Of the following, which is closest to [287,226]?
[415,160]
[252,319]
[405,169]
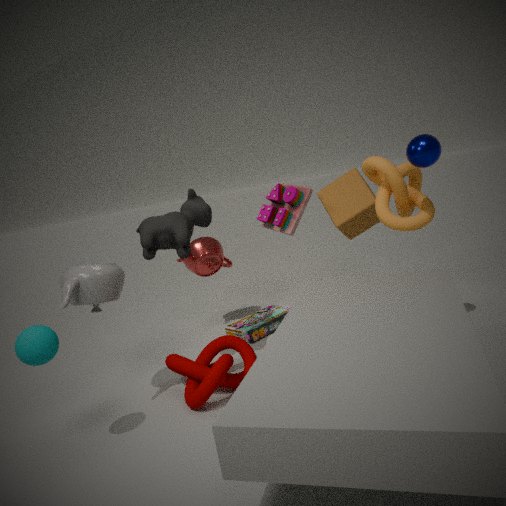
[252,319]
